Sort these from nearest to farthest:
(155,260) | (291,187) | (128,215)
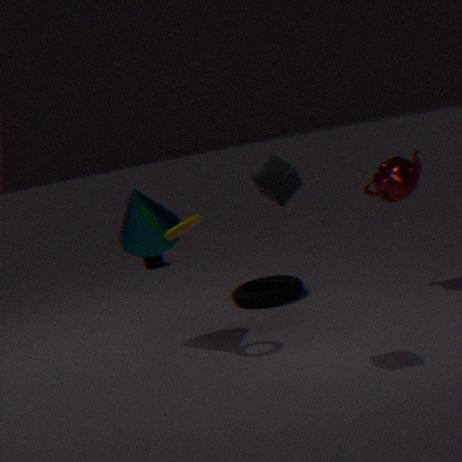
(291,187) → (128,215) → (155,260)
